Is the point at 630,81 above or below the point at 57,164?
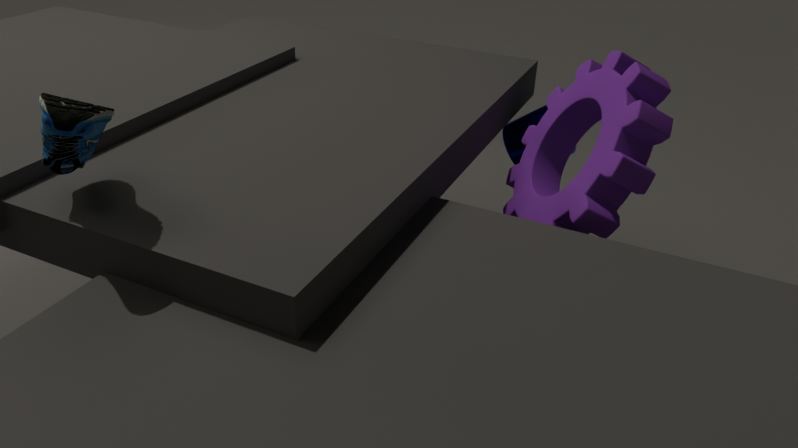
below
